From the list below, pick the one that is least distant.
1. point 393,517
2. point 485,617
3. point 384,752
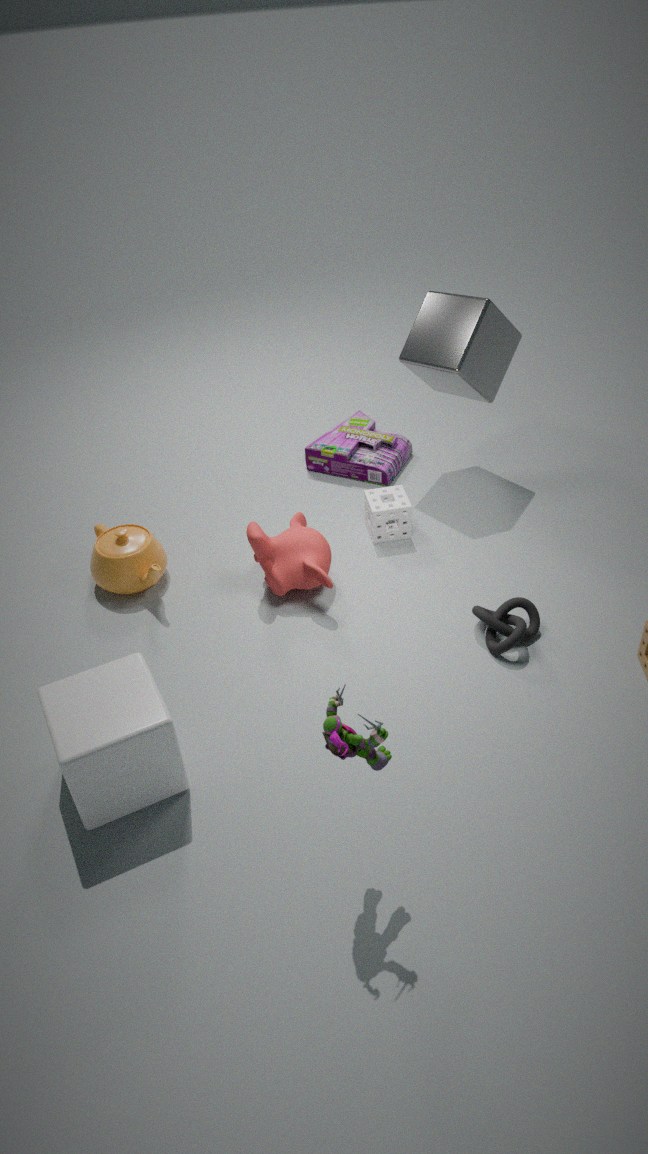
point 384,752
